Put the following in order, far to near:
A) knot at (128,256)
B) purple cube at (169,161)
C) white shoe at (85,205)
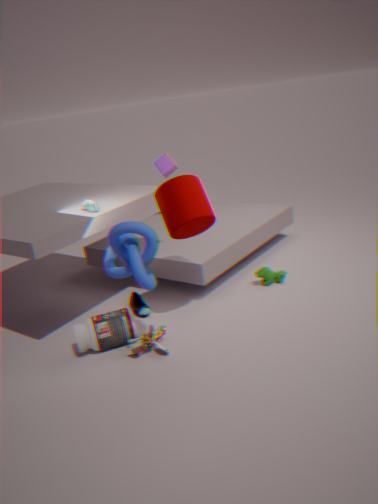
1. purple cube at (169,161)
2. white shoe at (85,205)
3. knot at (128,256)
